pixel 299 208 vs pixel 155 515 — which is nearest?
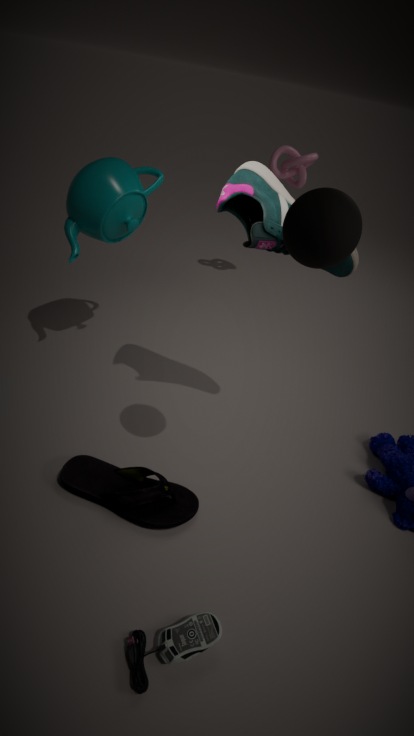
pixel 299 208
